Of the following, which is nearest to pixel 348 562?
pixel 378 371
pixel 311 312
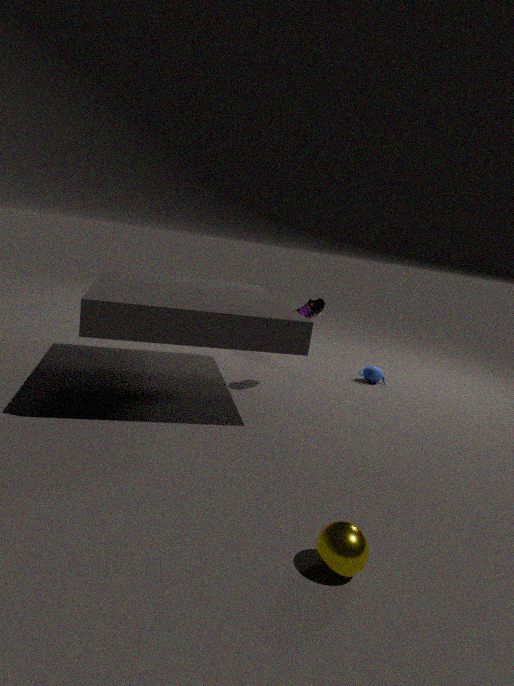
pixel 311 312
